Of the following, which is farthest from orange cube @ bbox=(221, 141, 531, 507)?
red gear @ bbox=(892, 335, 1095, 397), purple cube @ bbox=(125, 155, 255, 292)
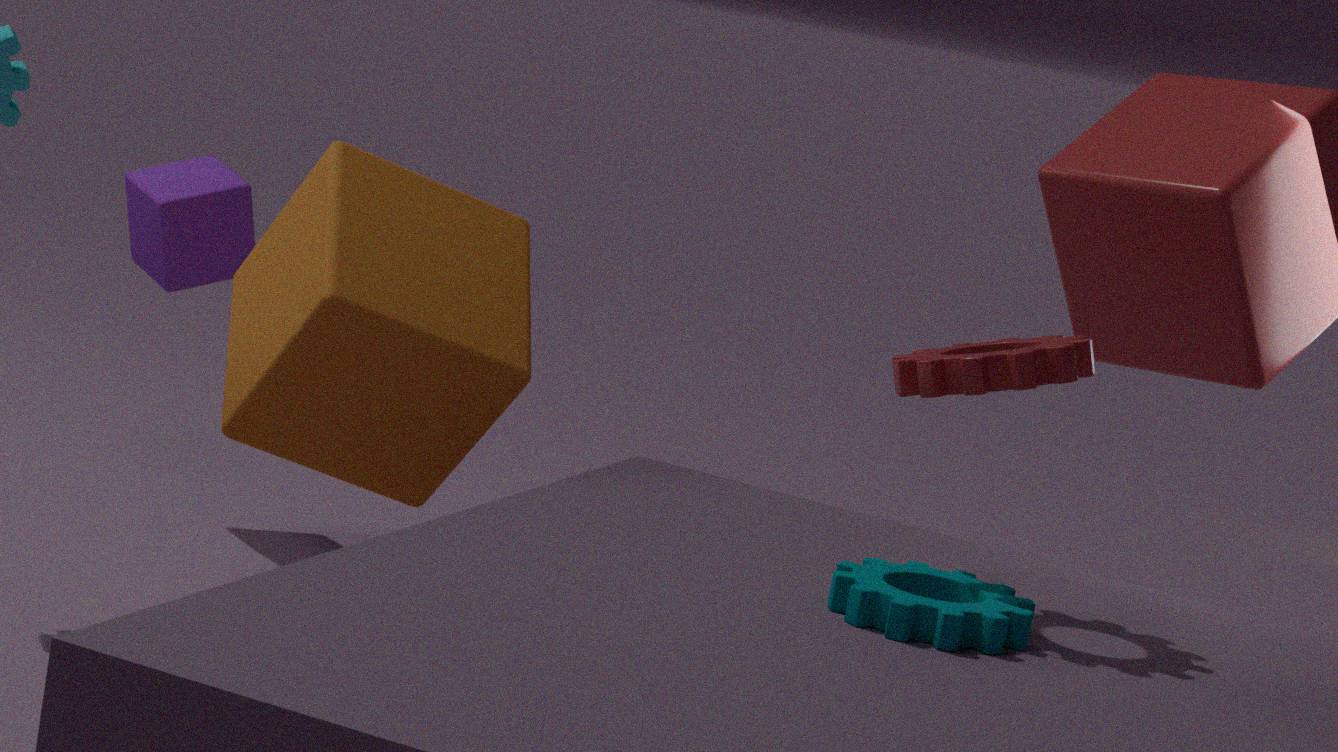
red gear @ bbox=(892, 335, 1095, 397)
